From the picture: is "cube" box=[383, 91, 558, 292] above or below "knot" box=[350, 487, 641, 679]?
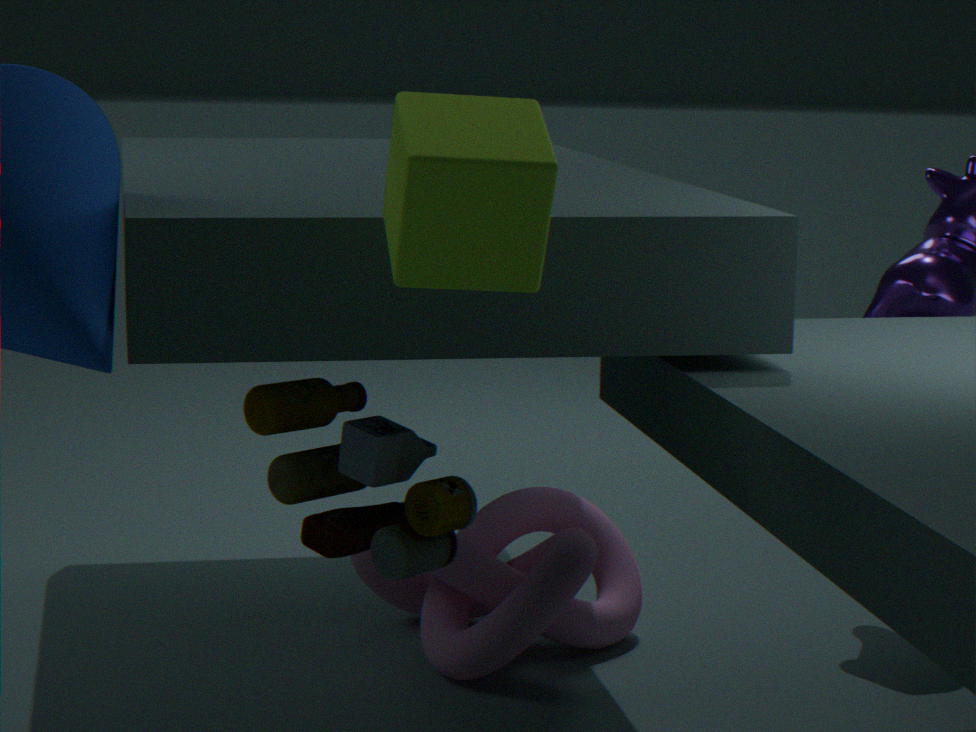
above
